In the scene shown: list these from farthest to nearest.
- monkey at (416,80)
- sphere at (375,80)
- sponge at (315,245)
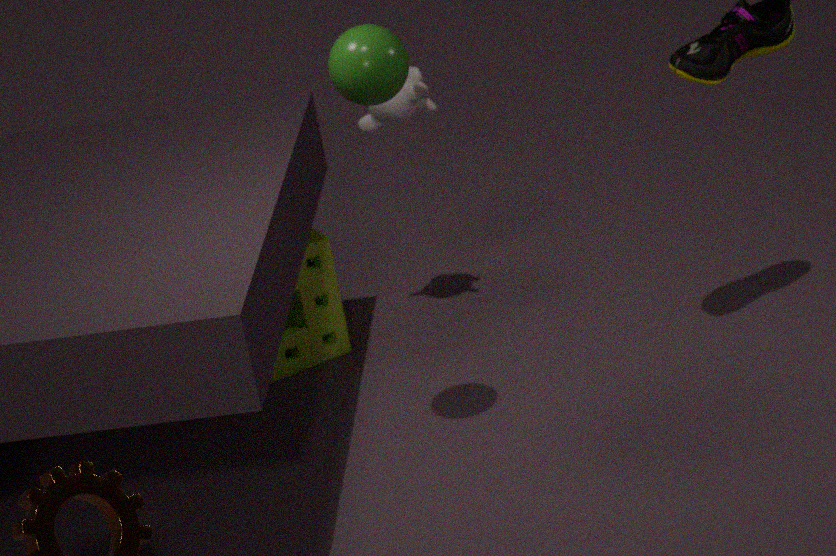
sponge at (315,245)
monkey at (416,80)
sphere at (375,80)
